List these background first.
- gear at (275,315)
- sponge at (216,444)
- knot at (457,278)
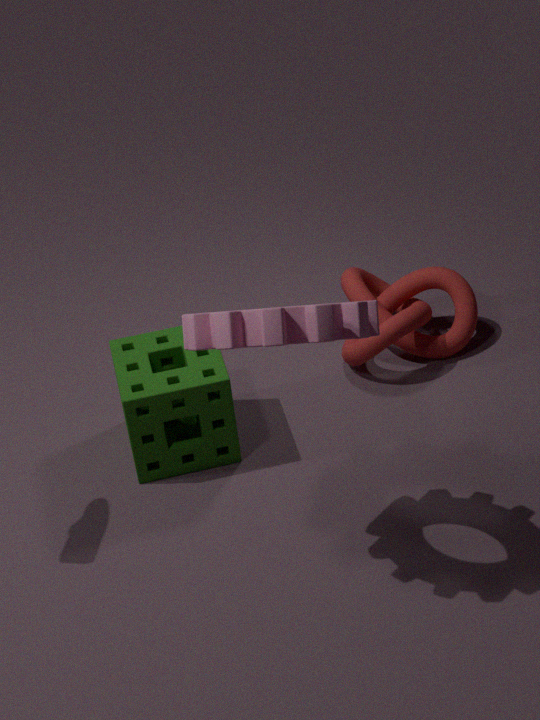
knot at (457,278) < sponge at (216,444) < gear at (275,315)
